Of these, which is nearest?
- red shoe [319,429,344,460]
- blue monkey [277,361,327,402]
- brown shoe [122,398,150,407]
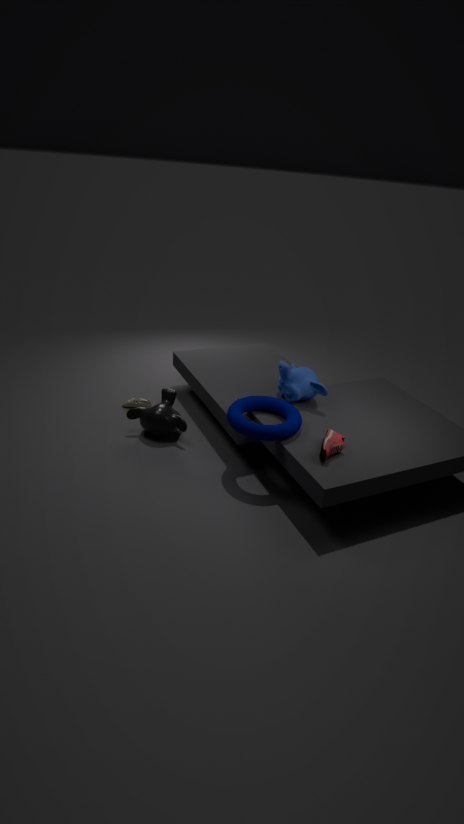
red shoe [319,429,344,460]
